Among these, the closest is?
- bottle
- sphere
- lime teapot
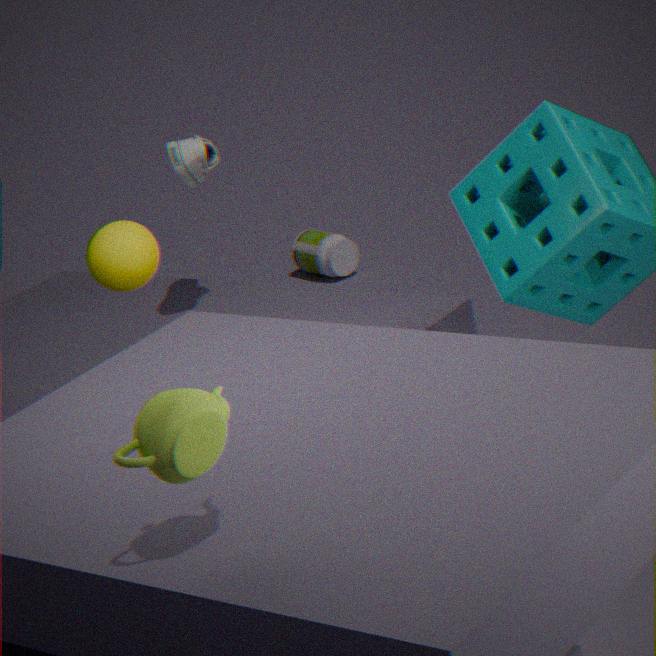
lime teapot
